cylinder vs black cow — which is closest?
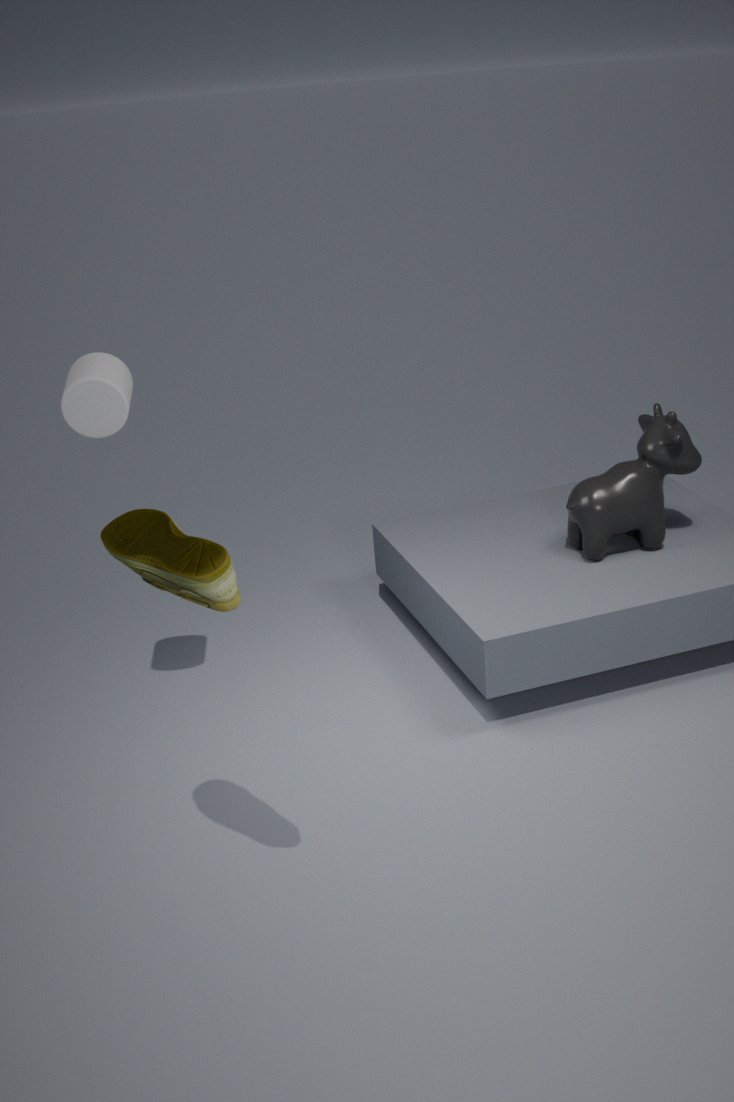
cylinder
